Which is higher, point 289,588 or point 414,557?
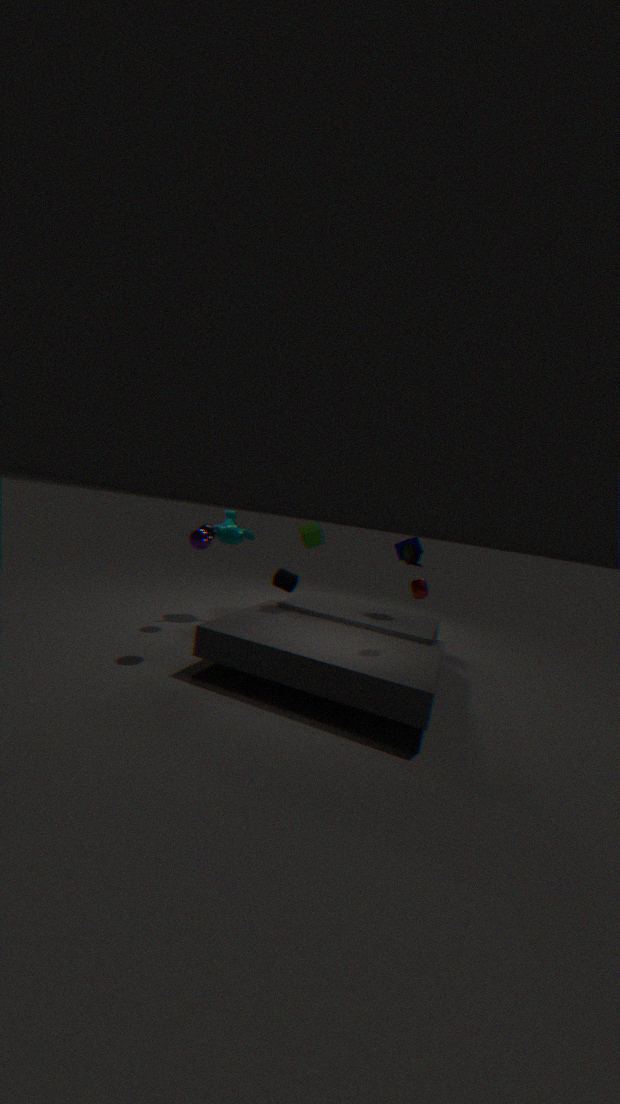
point 414,557
